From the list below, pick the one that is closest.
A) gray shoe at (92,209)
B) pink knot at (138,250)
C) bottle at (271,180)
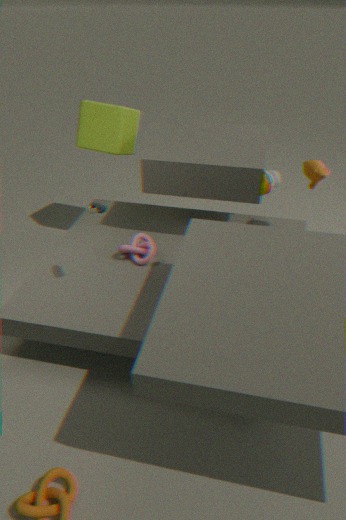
gray shoe at (92,209)
